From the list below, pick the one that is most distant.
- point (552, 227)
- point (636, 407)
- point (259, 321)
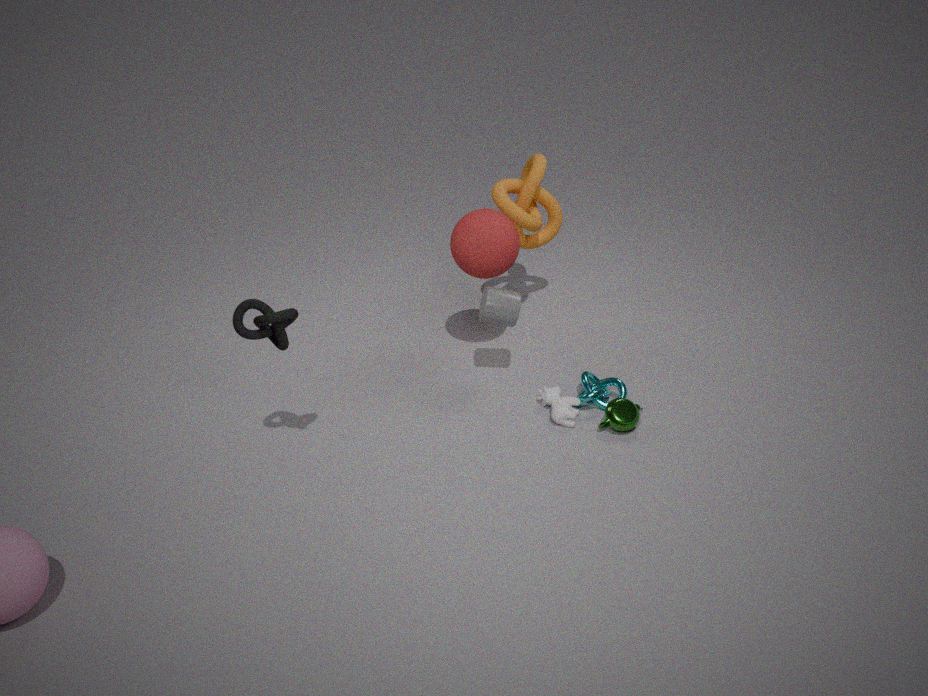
point (552, 227)
